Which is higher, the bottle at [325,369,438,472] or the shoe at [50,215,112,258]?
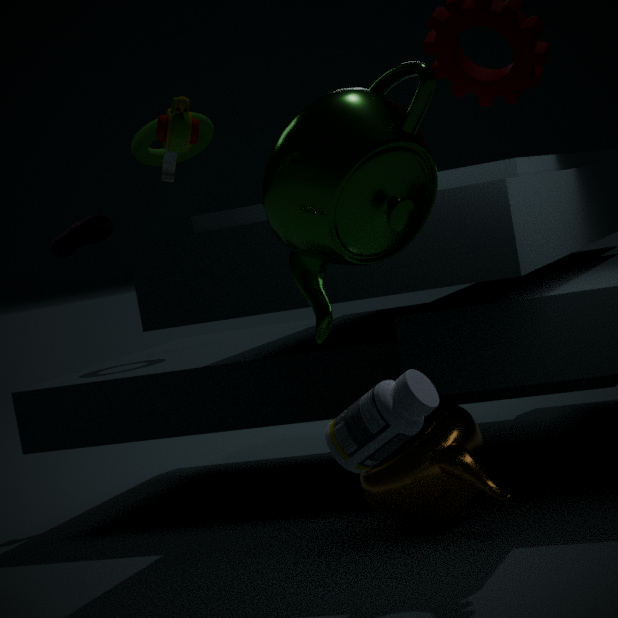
the shoe at [50,215,112,258]
